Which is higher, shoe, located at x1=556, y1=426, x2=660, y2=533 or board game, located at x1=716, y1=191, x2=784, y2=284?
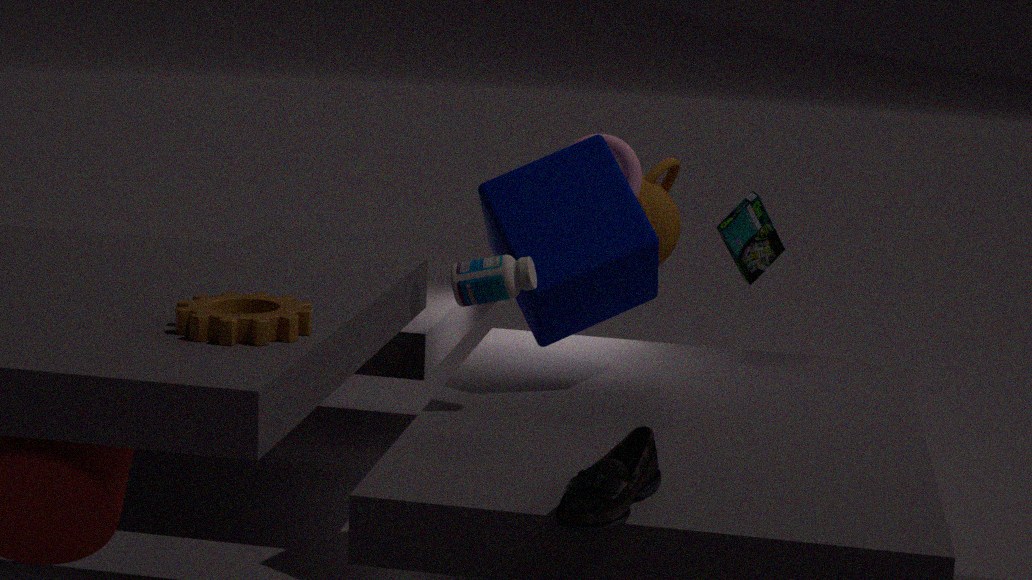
board game, located at x1=716, y1=191, x2=784, y2=284
